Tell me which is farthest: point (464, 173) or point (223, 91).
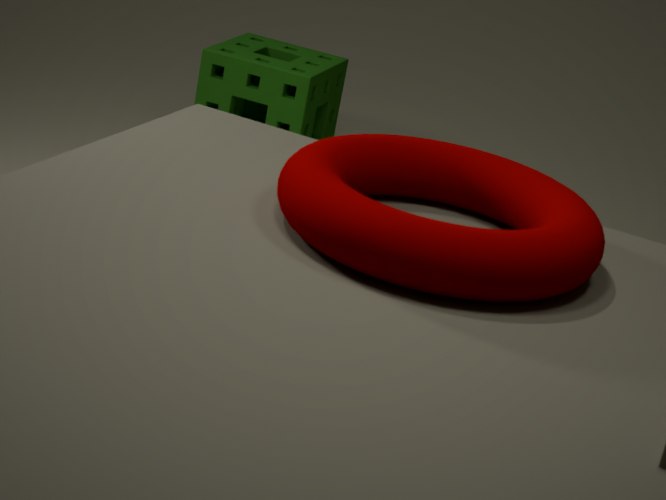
point (223, 91)
